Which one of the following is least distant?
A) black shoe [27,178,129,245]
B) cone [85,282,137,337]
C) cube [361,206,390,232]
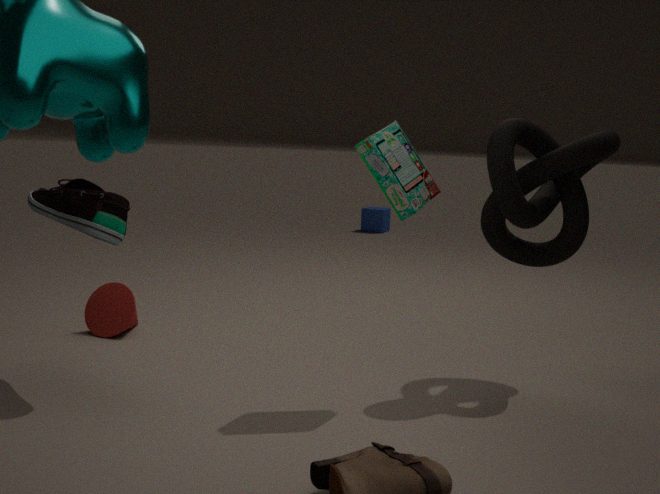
black shoe [27,178,129,245]
